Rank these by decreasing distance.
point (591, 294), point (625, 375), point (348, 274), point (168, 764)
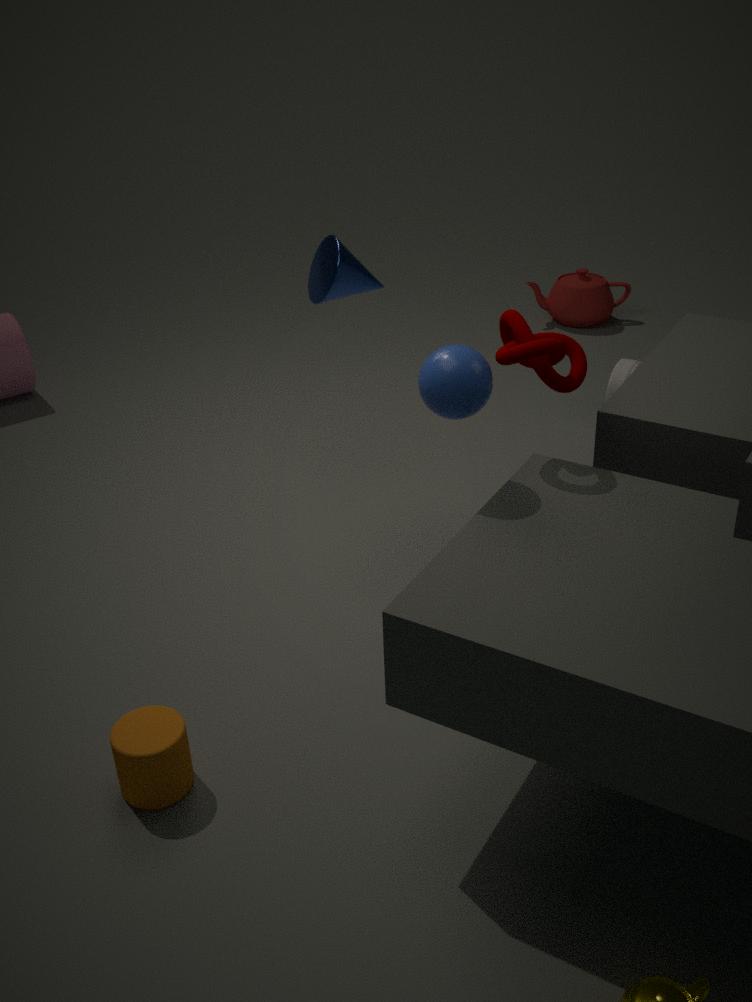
1. point (591, 294)
2. point (625, 375)
3. point (348, 274)
4. point (168, 764)
